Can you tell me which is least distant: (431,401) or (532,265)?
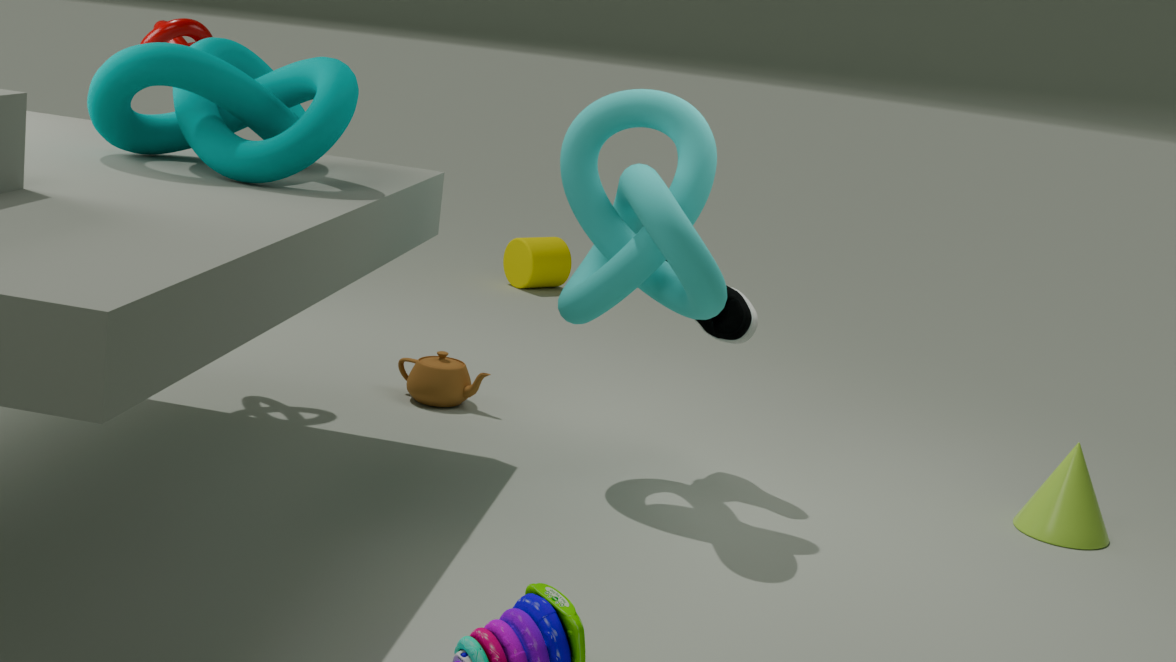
(431,401)
